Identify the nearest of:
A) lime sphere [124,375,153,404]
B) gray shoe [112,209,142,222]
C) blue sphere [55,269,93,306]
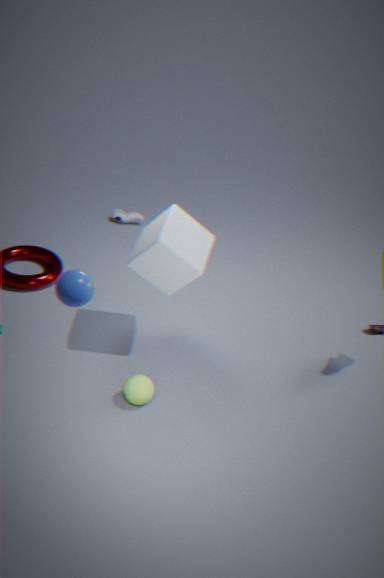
blue sphere [55,269,93,306]
